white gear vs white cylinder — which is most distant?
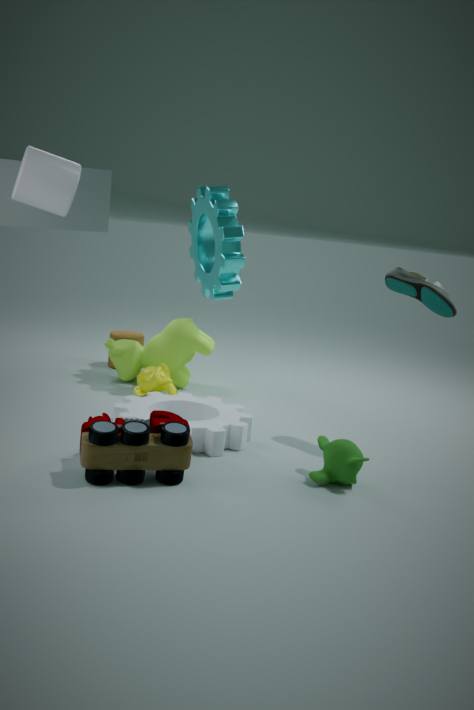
white gear
